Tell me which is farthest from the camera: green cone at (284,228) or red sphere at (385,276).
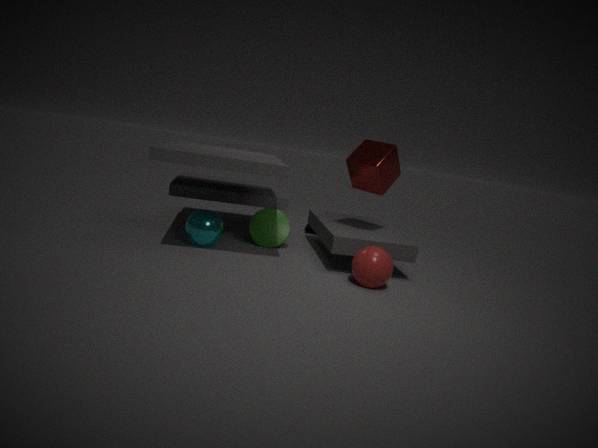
green cone at (284,228)
